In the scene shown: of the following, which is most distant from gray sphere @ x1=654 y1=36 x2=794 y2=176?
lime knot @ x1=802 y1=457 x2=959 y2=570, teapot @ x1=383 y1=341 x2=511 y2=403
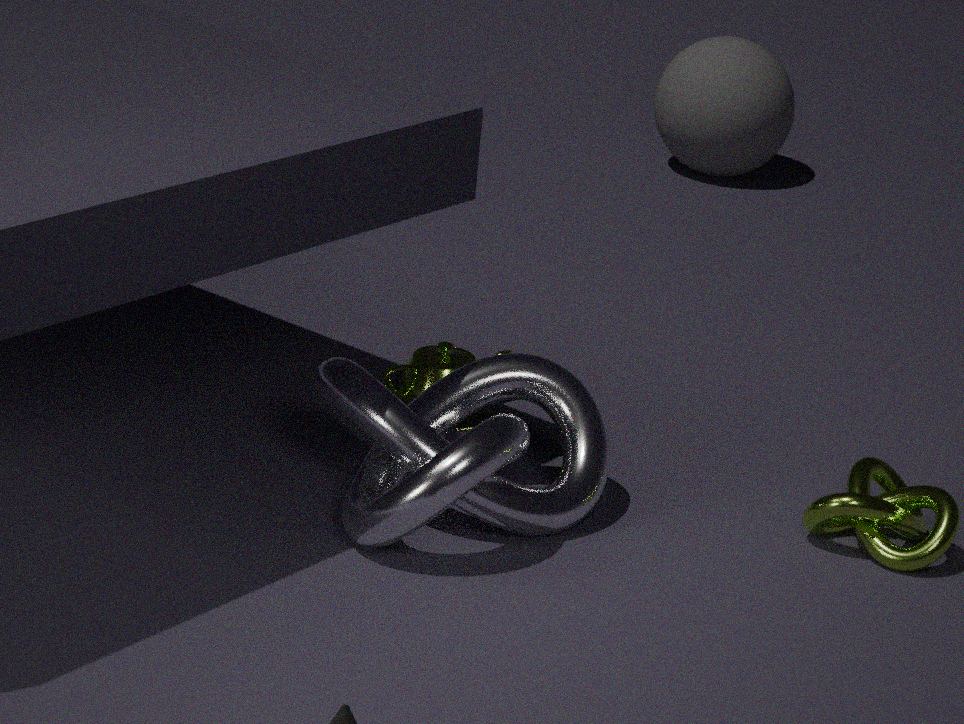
lime knot @ x1=802 y1=457 x2=959 y2=570
